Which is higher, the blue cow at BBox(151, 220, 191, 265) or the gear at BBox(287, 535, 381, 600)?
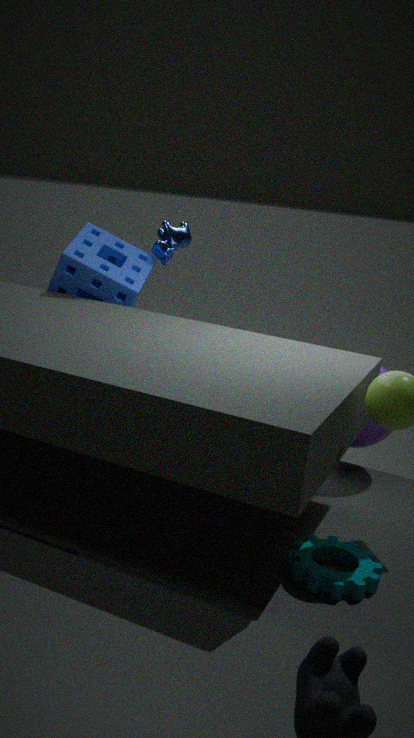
the blue cow at BBox(151, 220, 191, 265)
